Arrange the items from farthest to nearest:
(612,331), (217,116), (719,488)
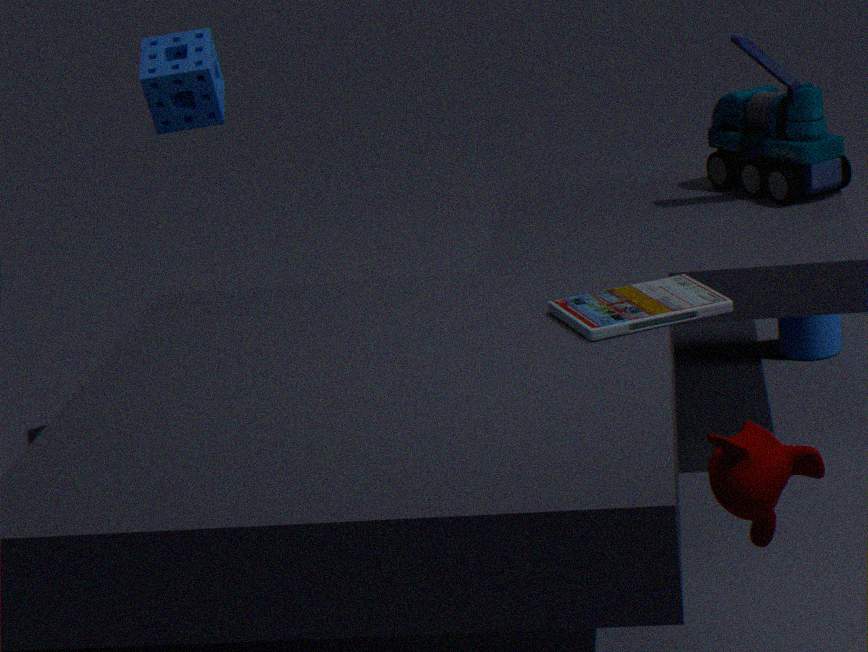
(217,116)
(612,331)
(719,488)
